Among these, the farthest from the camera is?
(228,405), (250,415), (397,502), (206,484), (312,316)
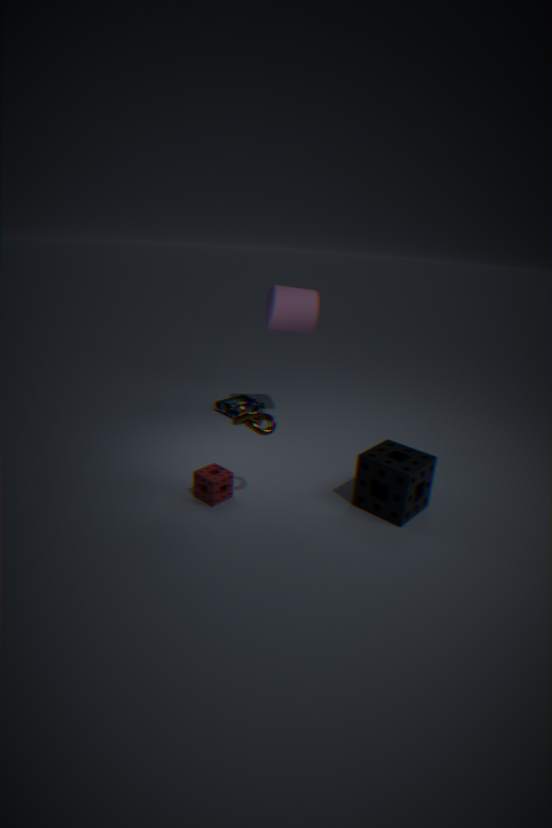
(228,405)
